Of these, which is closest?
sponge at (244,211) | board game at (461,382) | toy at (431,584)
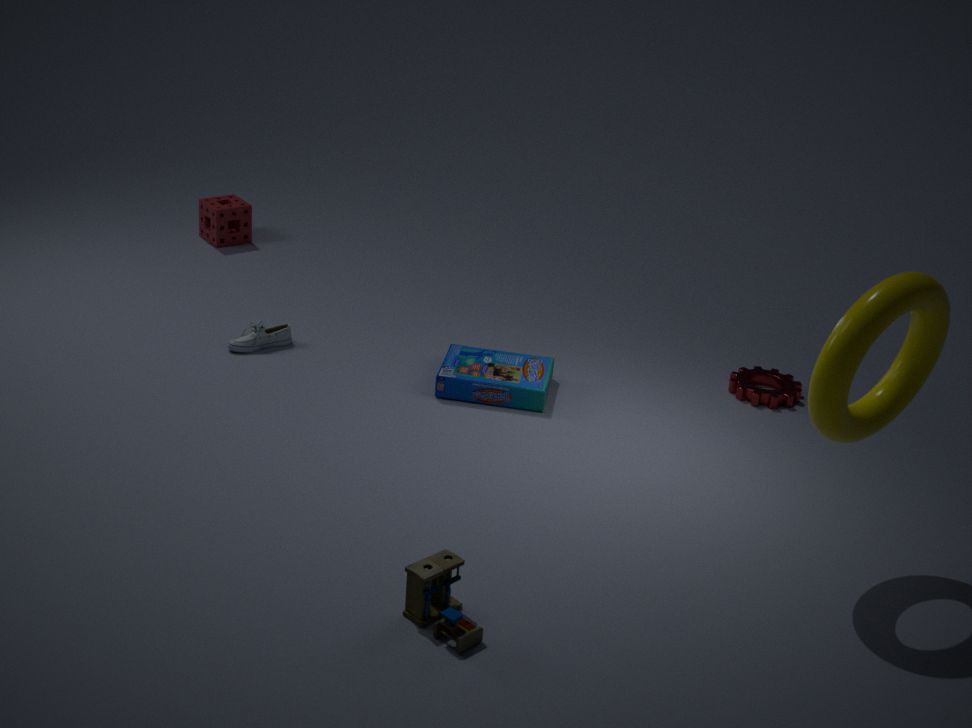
toy at (431,584)
